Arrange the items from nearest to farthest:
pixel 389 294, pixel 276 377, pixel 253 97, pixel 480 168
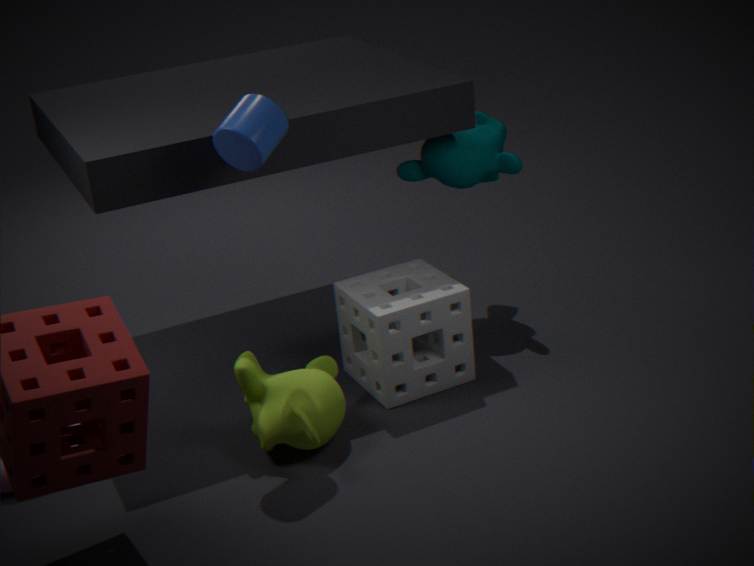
1. pixel 253 97
2. pixel 276 377
3. pixel 389 294
4. pixel 480 168
